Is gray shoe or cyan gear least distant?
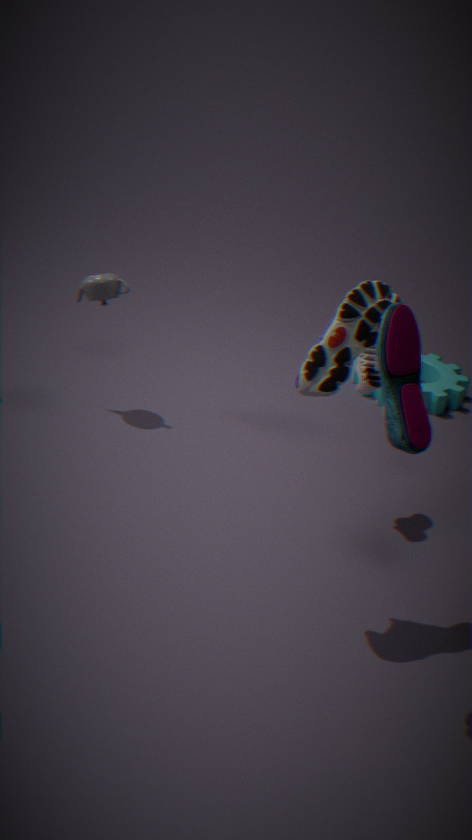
gray shoe
